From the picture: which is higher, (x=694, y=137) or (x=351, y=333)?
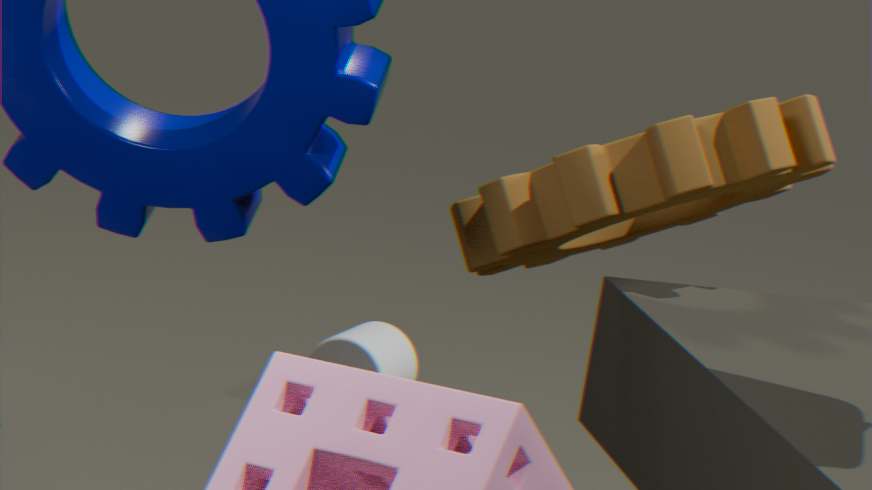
(x=694, y=137)
